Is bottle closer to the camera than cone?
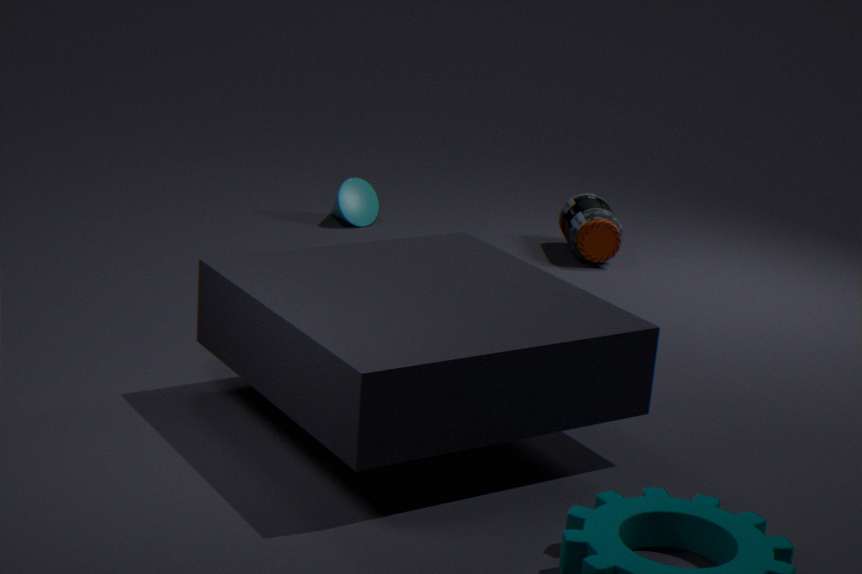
Yes
